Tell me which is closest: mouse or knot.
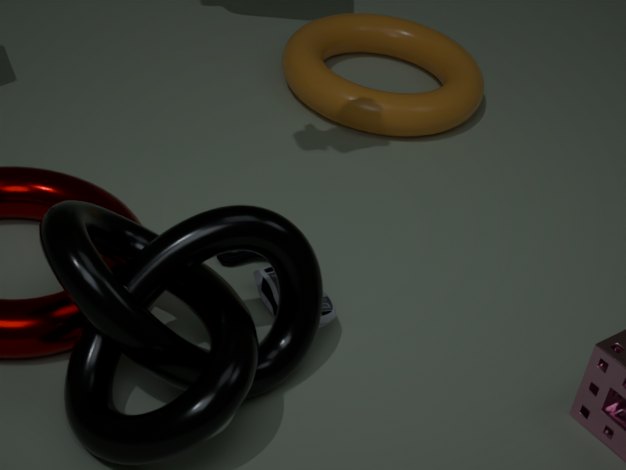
knot
